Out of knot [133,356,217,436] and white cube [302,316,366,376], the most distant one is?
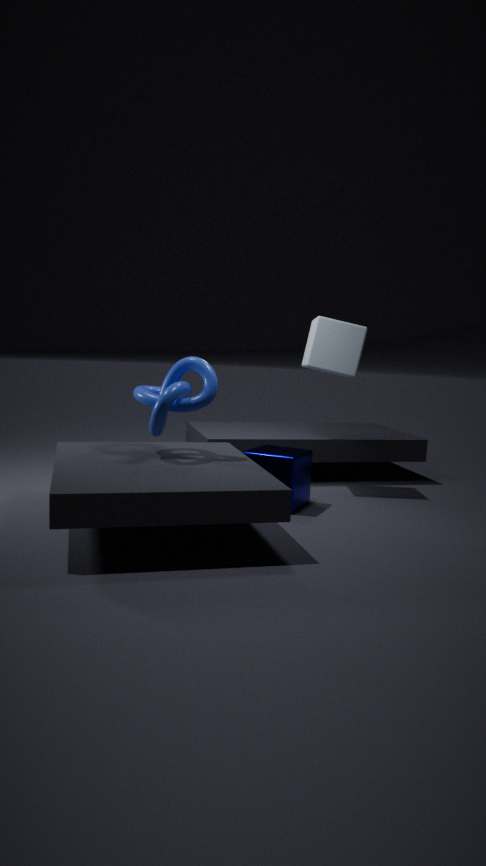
white cube [302,316,366,376]
